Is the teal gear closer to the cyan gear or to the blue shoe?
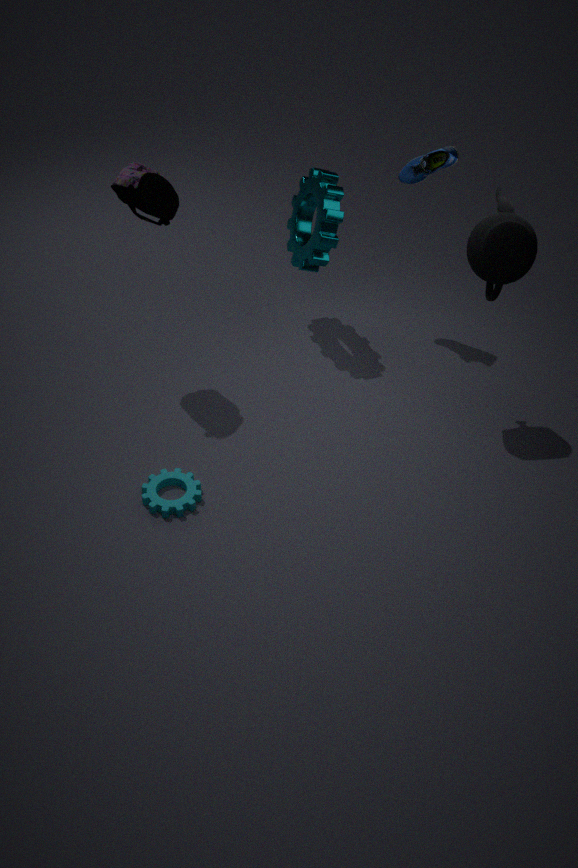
the blue shoe
